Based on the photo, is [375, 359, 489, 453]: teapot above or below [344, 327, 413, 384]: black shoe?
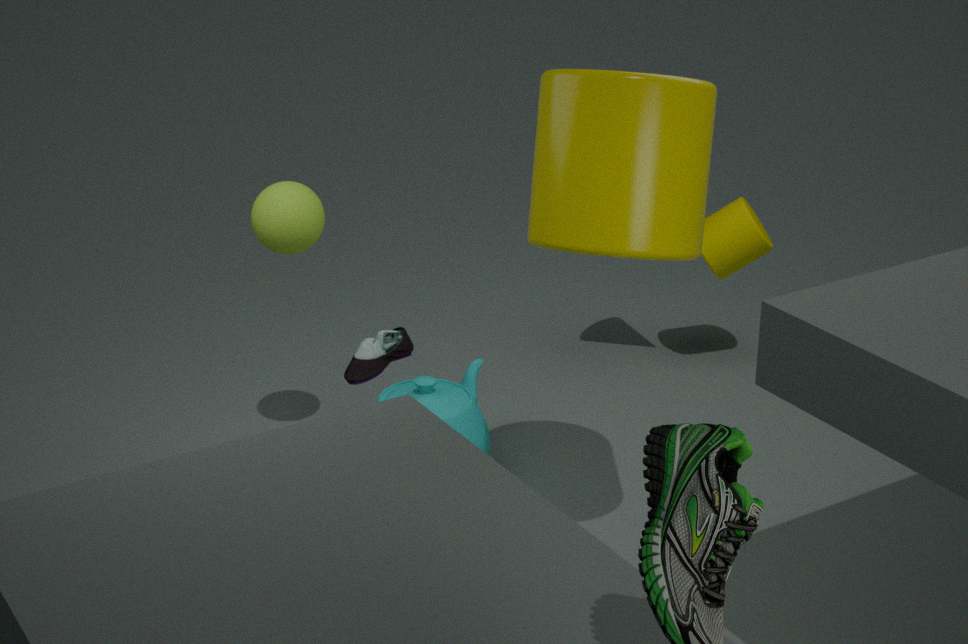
below
